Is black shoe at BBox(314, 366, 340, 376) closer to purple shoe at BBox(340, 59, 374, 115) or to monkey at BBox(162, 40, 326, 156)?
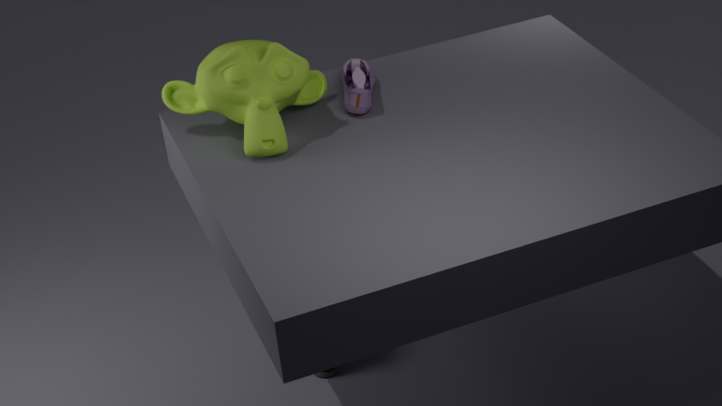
monkey at BBox(162, 40, 326, 156)
